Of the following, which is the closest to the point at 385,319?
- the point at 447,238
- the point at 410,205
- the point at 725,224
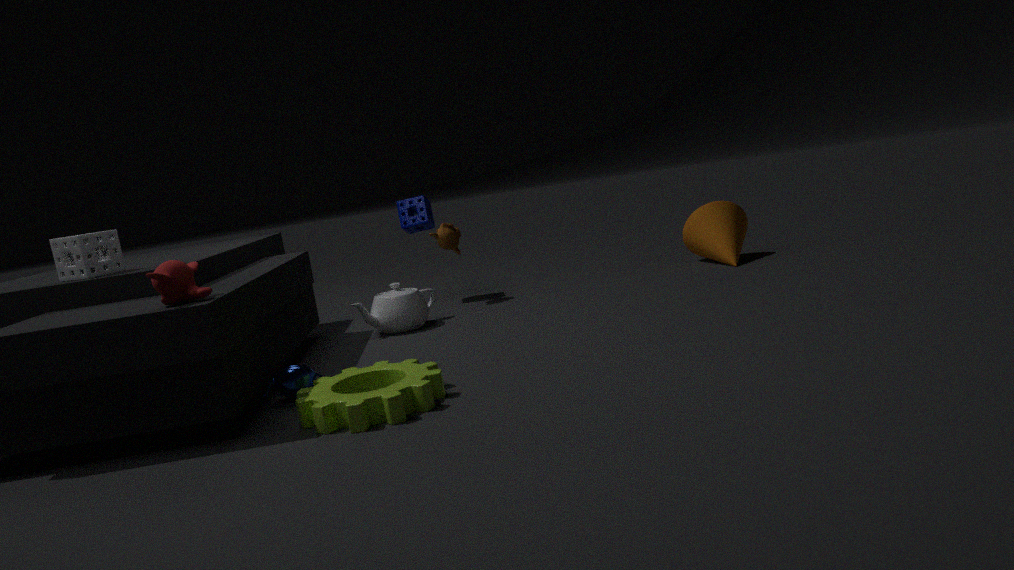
the point at 447,238
